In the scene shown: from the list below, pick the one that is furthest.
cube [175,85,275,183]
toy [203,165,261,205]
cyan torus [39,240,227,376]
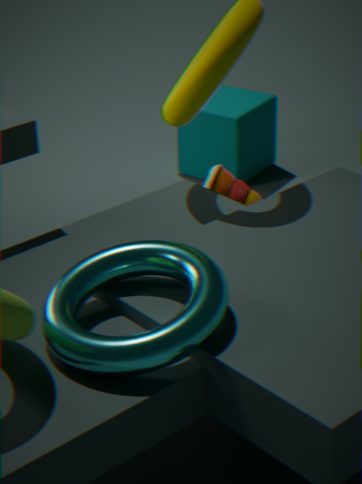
cube [175,85,275,183]
